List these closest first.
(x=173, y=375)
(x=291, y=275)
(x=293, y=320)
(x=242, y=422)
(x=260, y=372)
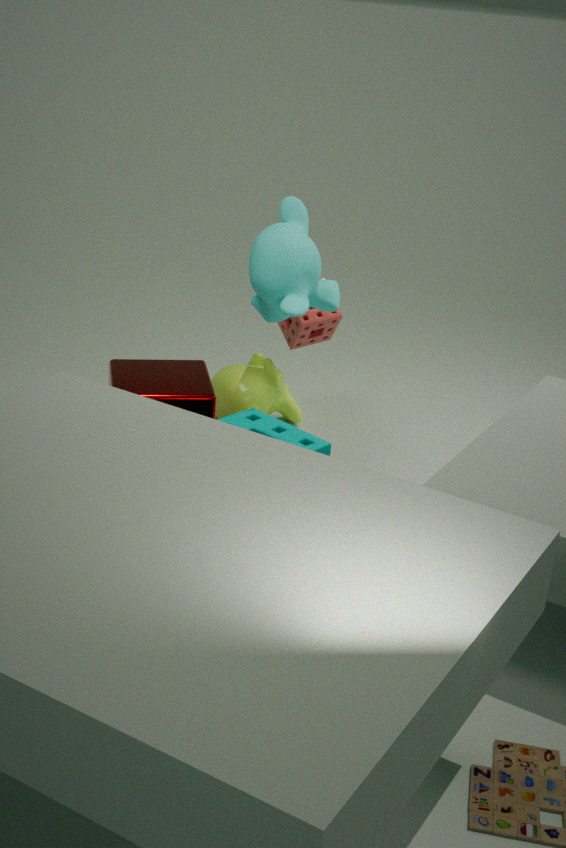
(x=242, y=422) < (x=291, y=275) < (x=173, y=375) < (x=293, y=320) < (x=260, y=372)
